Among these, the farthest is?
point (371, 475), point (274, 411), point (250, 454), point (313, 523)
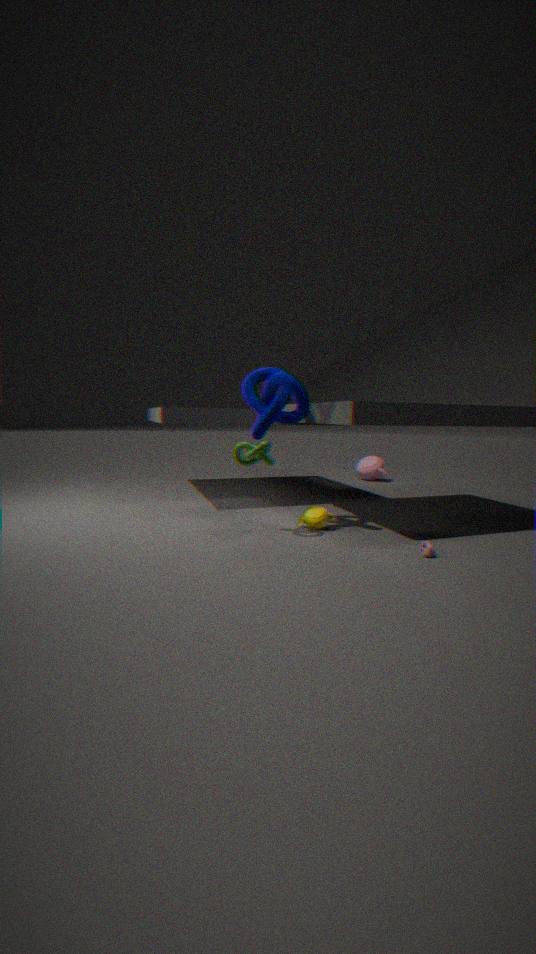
point (371, 475)
